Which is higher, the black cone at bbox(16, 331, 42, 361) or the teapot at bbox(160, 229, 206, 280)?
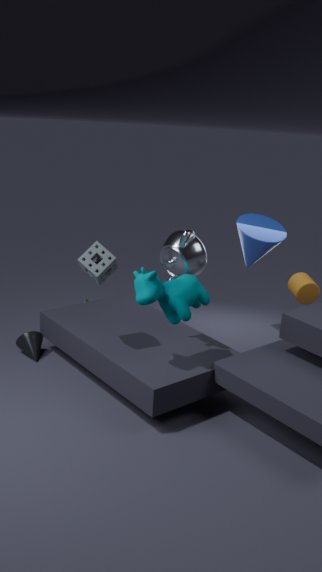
the teapot at bbox(160, 229, 206, 280)
